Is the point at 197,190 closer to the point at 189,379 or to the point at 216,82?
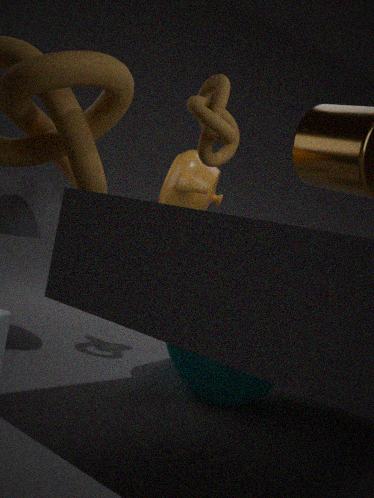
the point at 216,82
